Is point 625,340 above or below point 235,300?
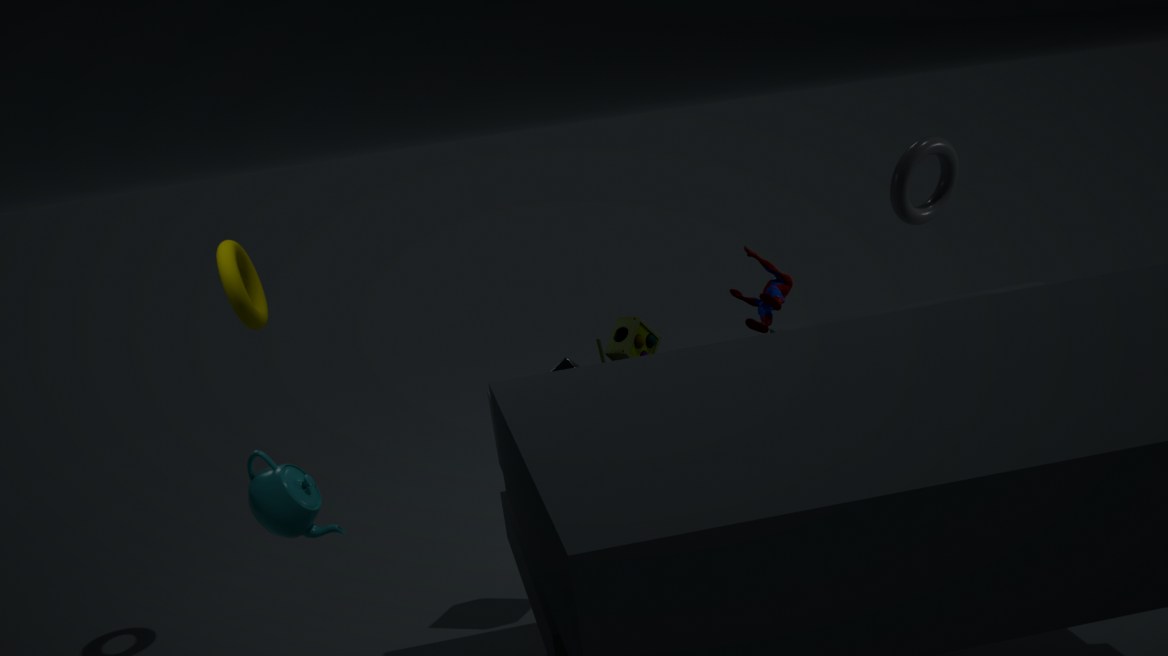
below
